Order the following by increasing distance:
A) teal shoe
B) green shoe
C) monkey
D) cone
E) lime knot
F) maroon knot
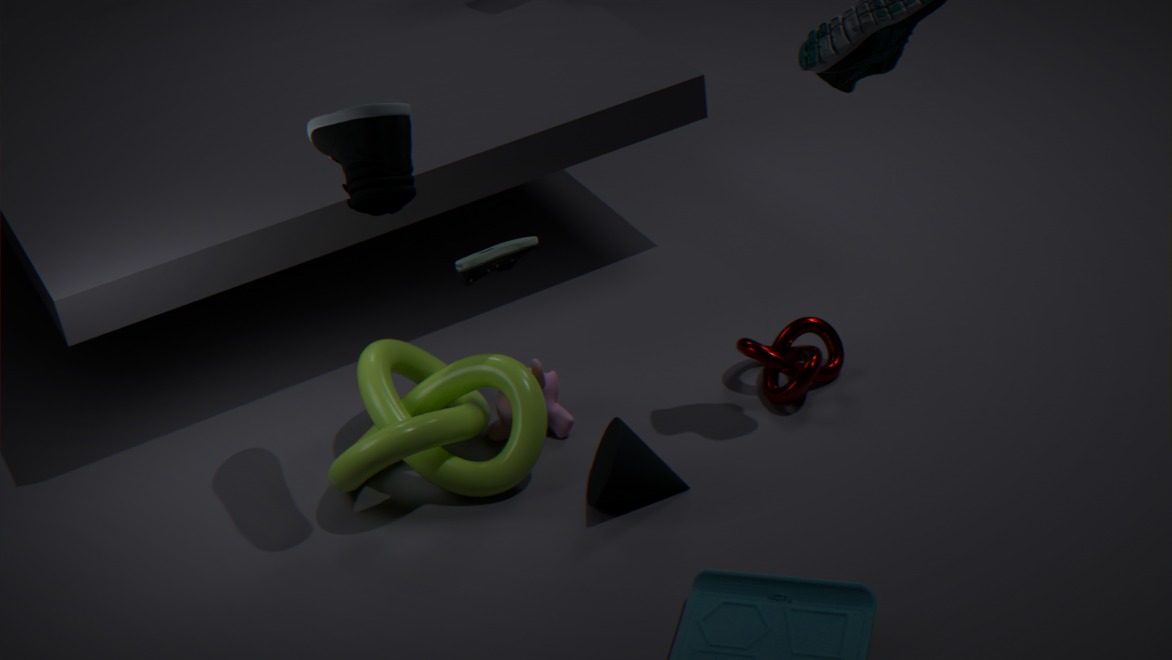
A. teal shoe, D. cone, B. green shoe, E. lime knot, C. monkey, F. maroon knot
